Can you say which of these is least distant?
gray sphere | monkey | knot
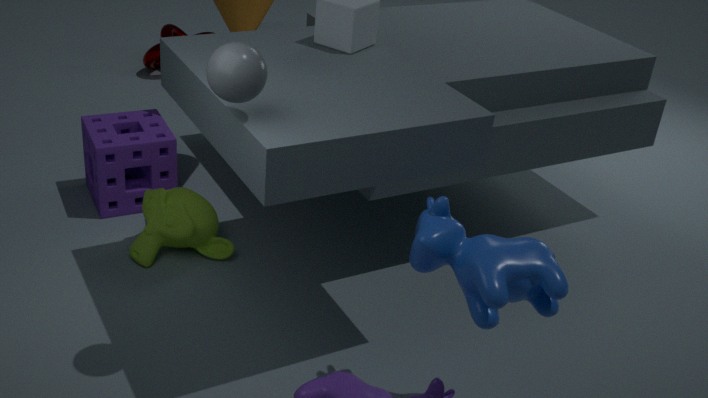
gray sphere
